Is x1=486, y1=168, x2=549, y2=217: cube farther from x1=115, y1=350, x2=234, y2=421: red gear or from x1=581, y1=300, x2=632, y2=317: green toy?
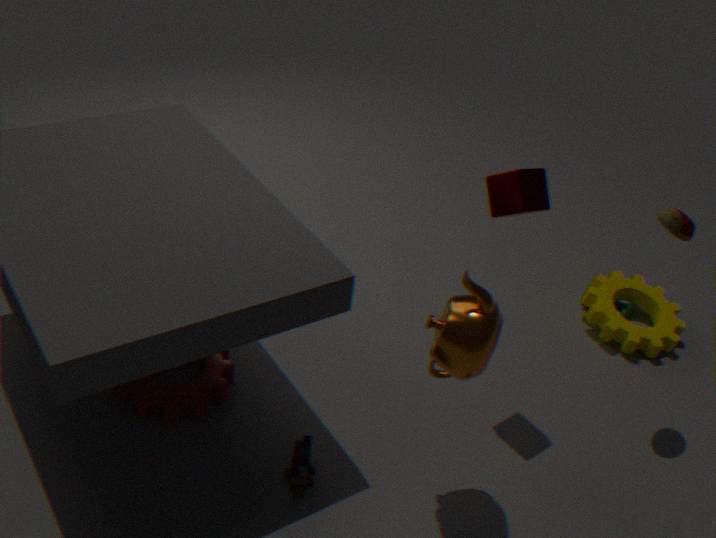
x1=115, y1=350, x2=234, y2=421: red gear
